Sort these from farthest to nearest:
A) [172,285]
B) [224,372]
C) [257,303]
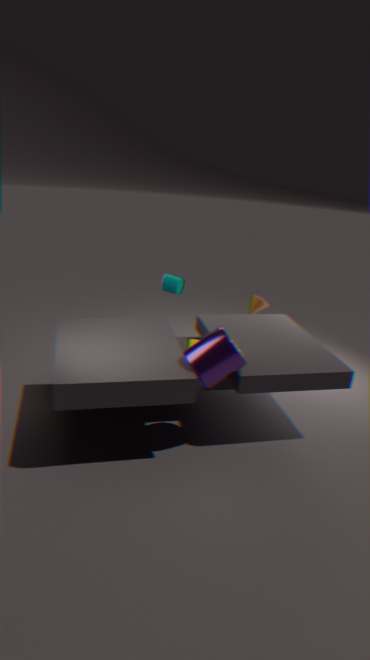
[257,303] < [172,285] < [224,372]
